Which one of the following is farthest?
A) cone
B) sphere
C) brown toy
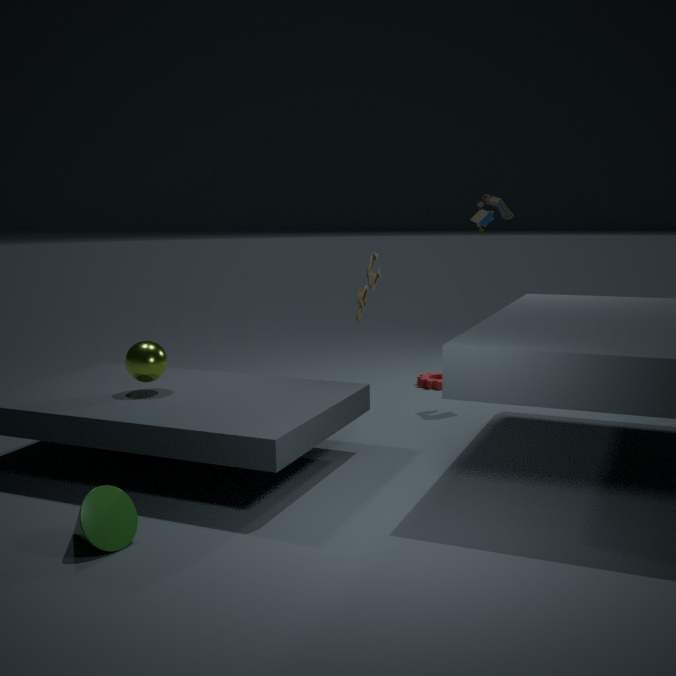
brown toy
